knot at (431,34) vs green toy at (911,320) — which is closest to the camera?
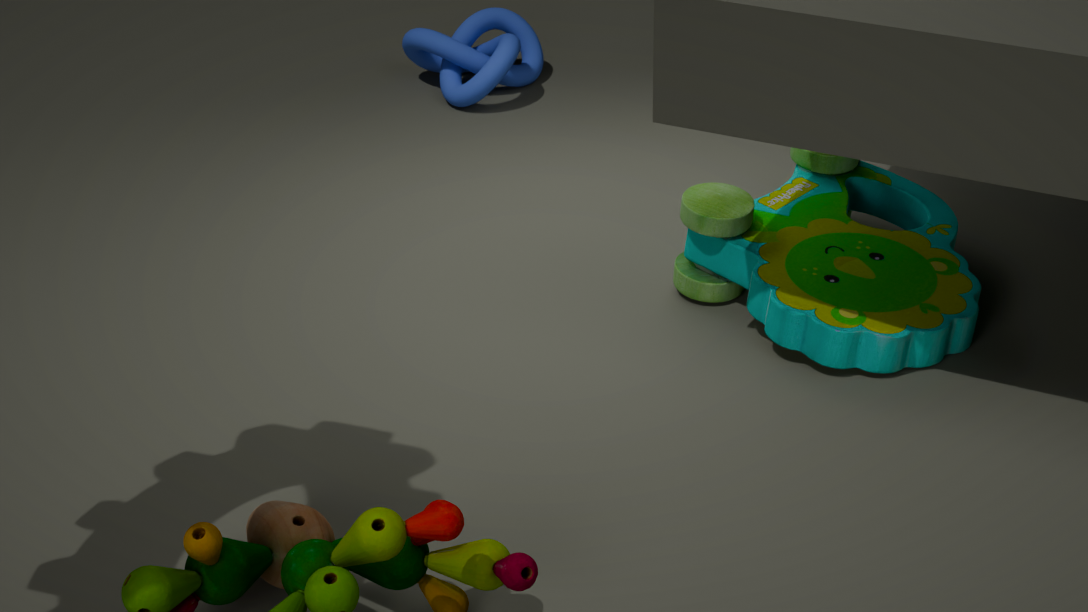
green toy at (911,320)
